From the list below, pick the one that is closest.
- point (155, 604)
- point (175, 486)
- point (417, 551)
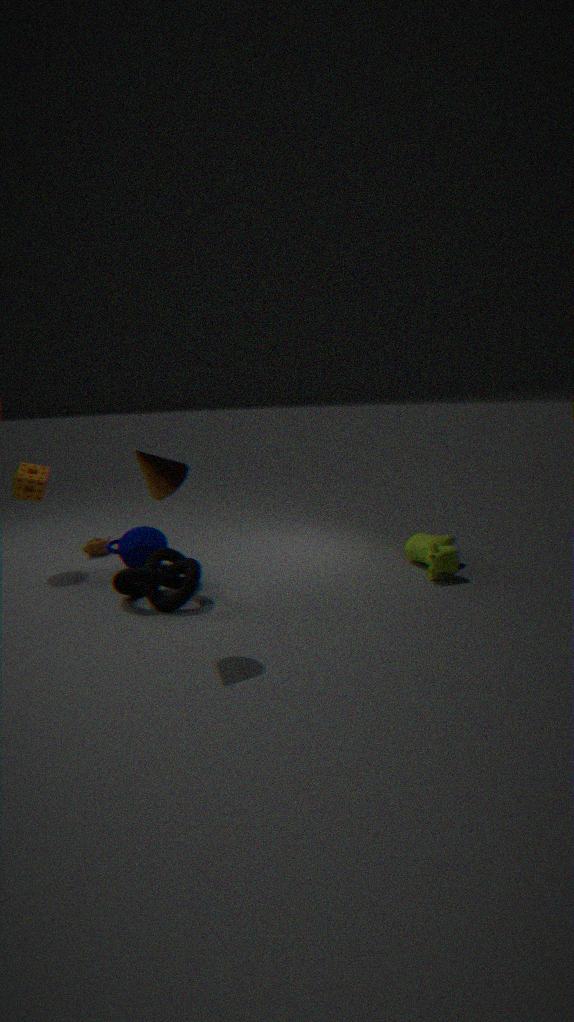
point (175, 486)
